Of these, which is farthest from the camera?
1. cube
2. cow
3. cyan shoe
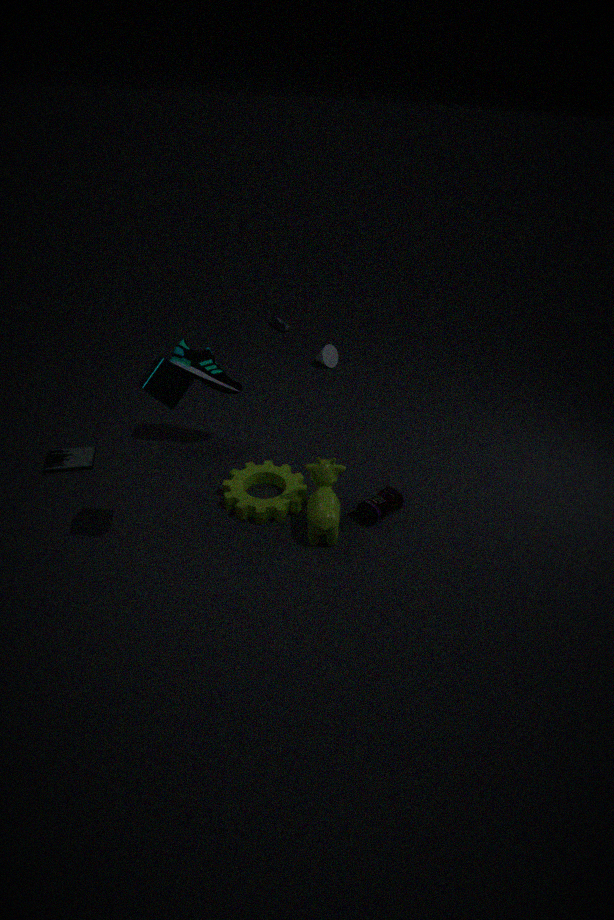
cyan shoe
